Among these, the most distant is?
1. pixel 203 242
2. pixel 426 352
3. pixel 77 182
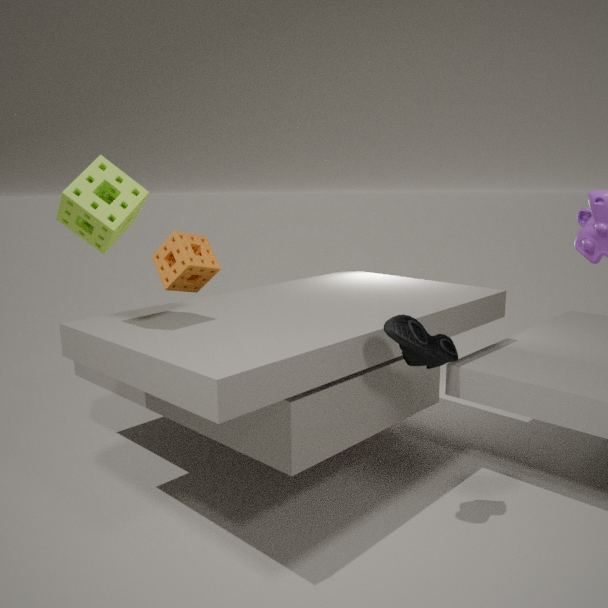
pixel 203 242
